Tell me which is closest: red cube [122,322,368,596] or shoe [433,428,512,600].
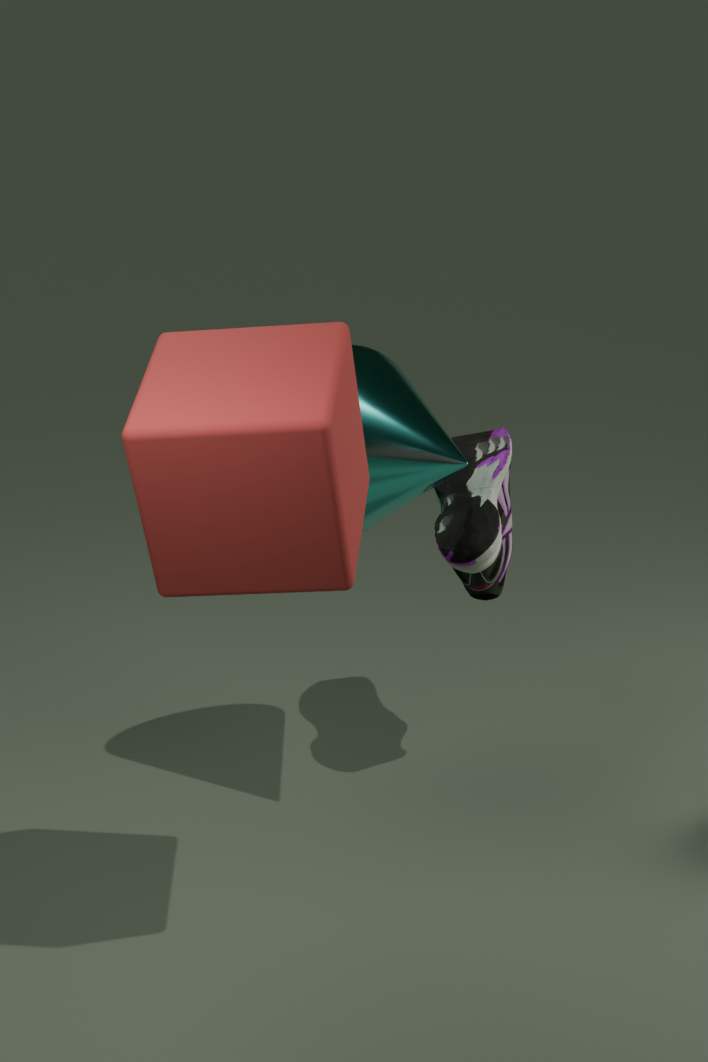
red cube [122,322,368,596]
